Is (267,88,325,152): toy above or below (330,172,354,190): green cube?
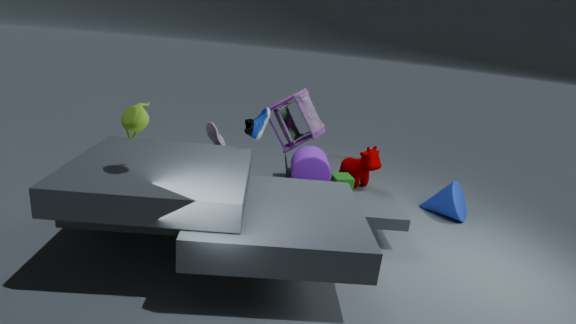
above
